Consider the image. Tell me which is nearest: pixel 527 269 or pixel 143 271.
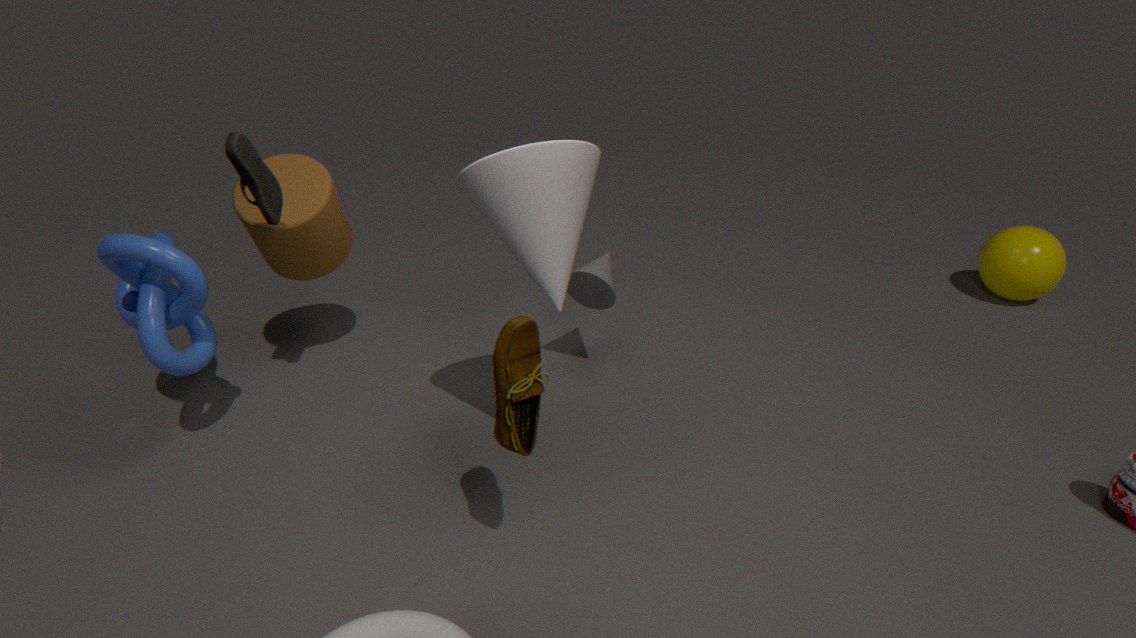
pixel 527 269
